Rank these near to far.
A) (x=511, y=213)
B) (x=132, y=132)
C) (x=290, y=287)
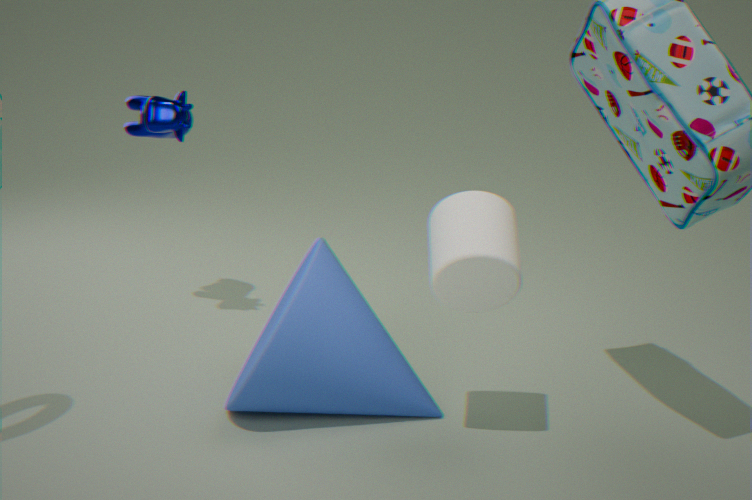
1. (x=511, y=213)
2. (x=290, y=287)
3. (x=132, y=132)
